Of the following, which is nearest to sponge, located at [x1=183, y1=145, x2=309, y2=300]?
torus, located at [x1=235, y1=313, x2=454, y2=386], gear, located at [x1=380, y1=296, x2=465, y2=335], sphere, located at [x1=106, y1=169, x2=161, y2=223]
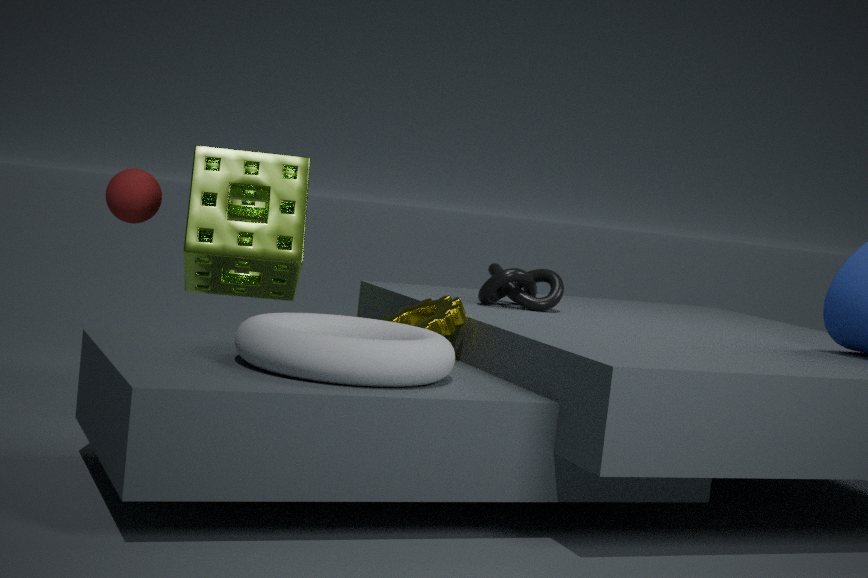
sphere, located at [x1=106, y1=169, x2=161, y2=223]
